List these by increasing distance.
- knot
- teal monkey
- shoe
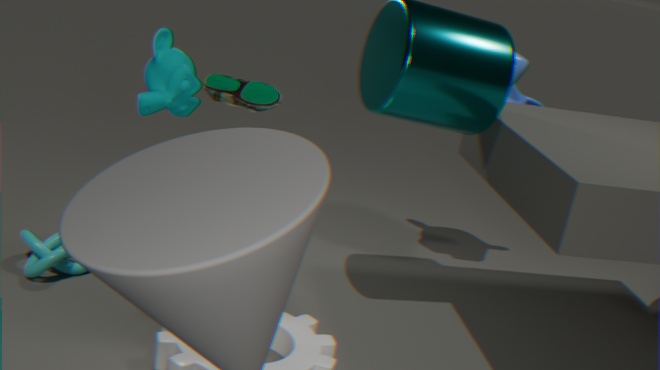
teal monkey < shoe < knot
